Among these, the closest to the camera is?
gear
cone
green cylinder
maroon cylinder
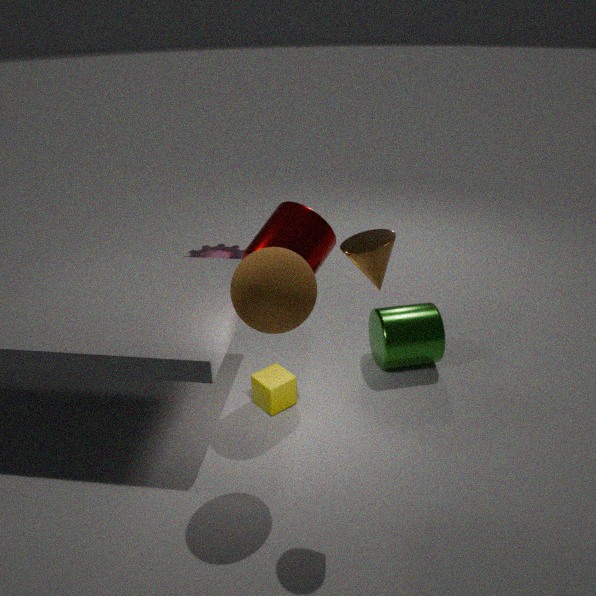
cone
